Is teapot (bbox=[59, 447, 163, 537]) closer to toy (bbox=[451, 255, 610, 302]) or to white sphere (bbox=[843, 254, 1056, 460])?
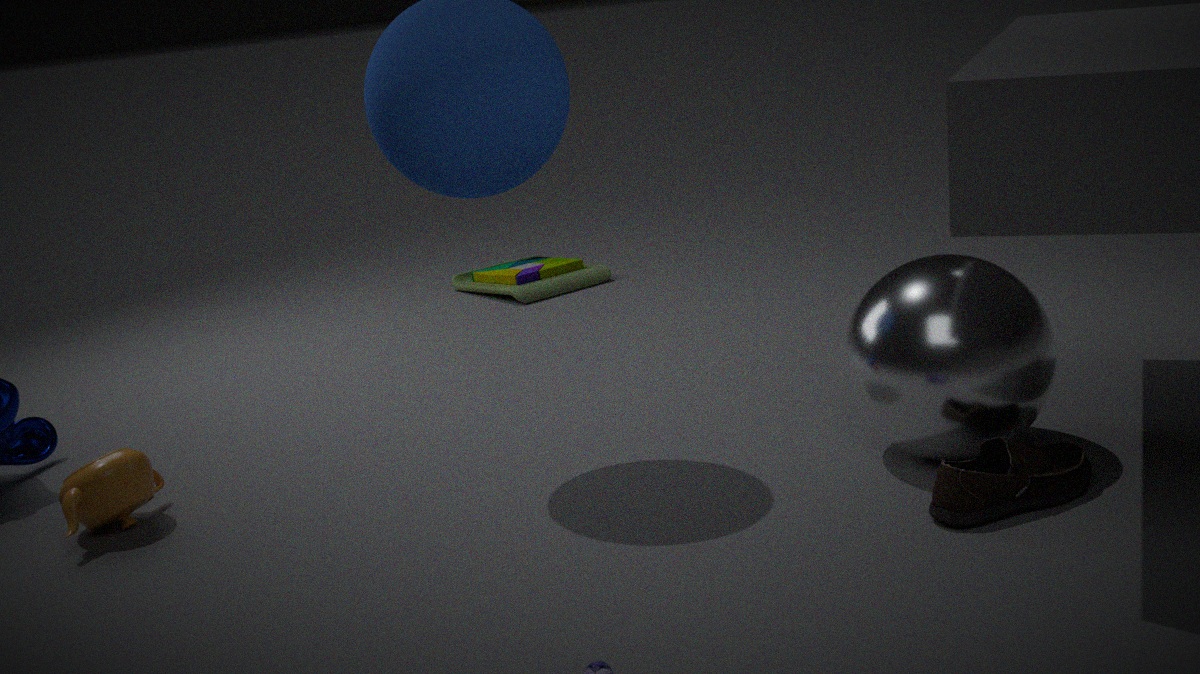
white sphere (bbox=[843, 254, 1056, 460])
